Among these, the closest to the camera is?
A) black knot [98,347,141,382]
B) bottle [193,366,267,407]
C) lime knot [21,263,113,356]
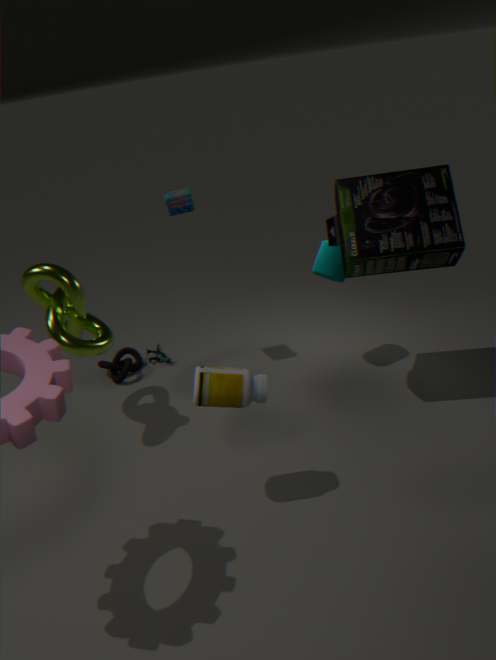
bottle [193,366,267,407]
